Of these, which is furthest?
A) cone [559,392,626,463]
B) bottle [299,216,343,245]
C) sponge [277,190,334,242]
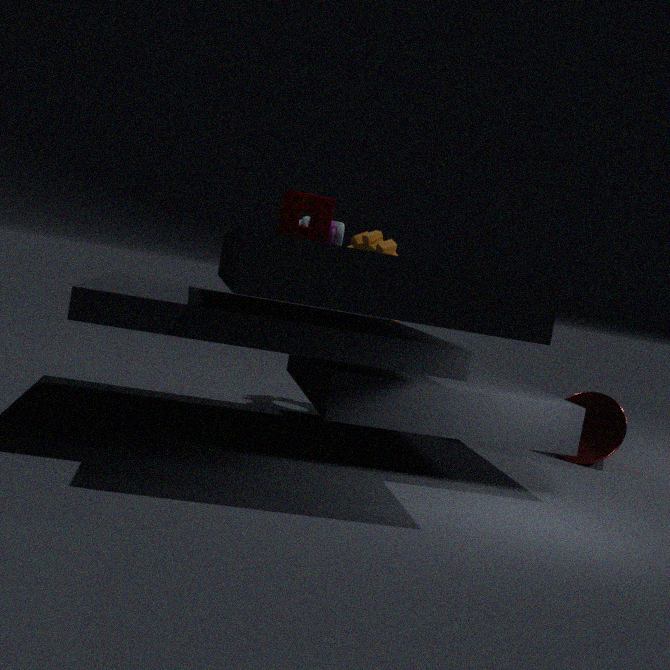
cone [559,392,626,463]
